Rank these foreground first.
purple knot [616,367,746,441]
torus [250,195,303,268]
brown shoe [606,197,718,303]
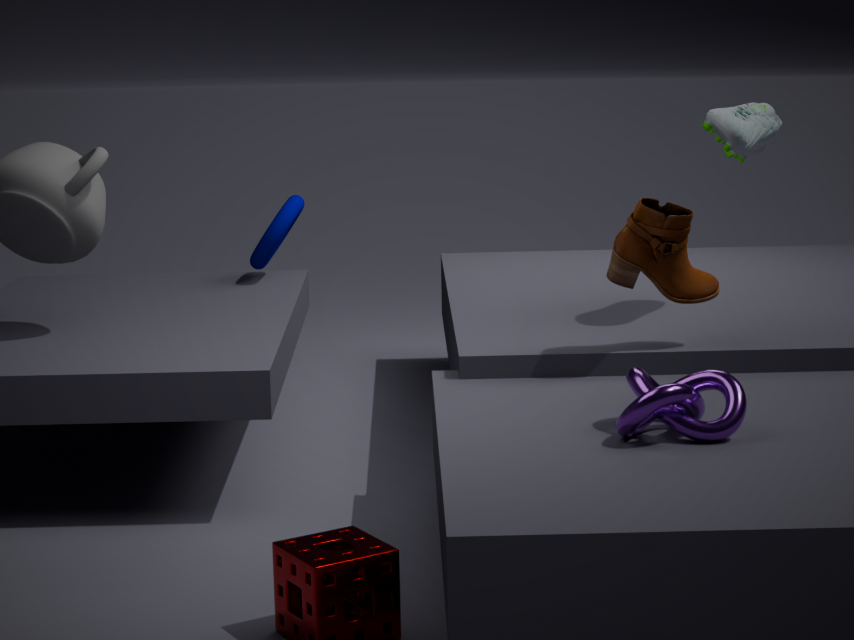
1. purple knot [616,367,746,441]
2. brown shoe [606,197,718,303]
3. torus [250,195,303,268]
